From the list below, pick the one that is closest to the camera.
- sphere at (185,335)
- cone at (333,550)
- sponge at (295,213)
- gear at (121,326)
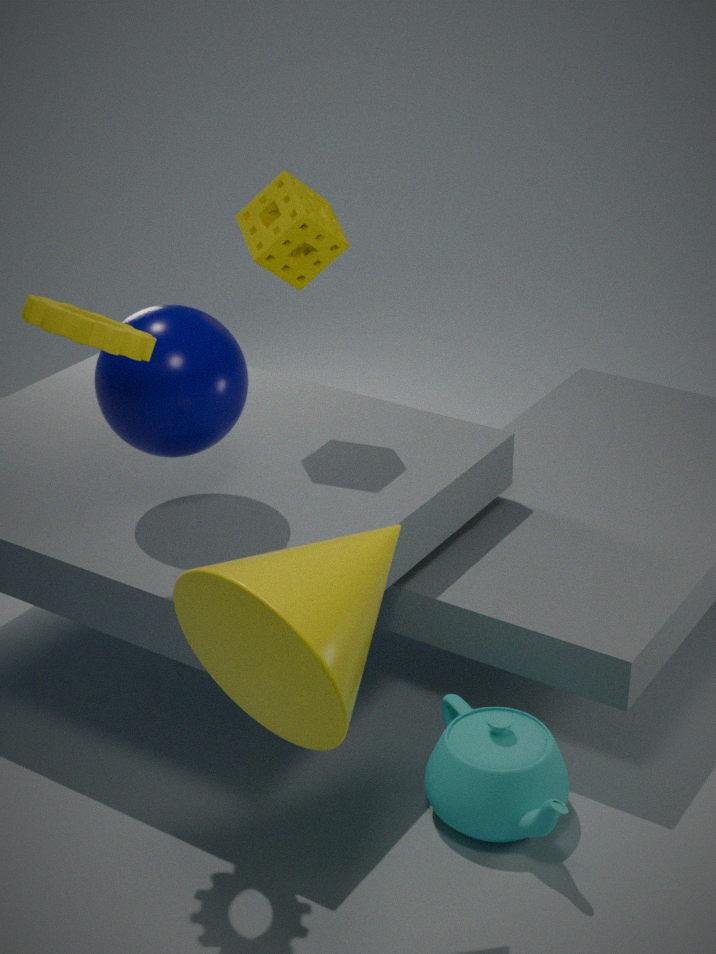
cone at (333,550)
